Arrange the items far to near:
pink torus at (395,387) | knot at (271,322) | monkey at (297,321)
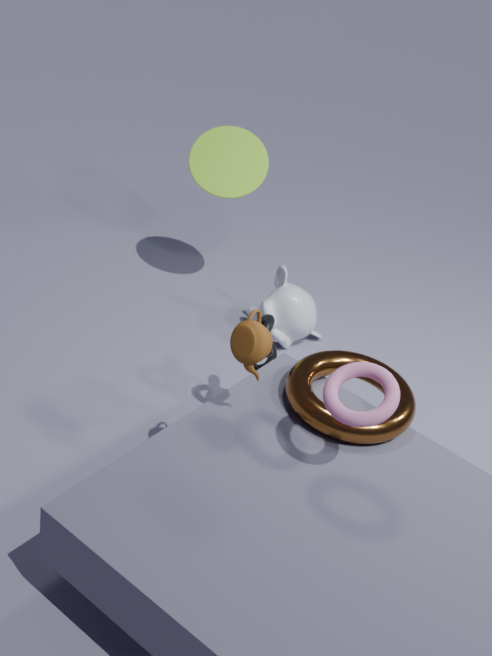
monkey at (297,321), knot at (271,322), pink torus at (395,387)
